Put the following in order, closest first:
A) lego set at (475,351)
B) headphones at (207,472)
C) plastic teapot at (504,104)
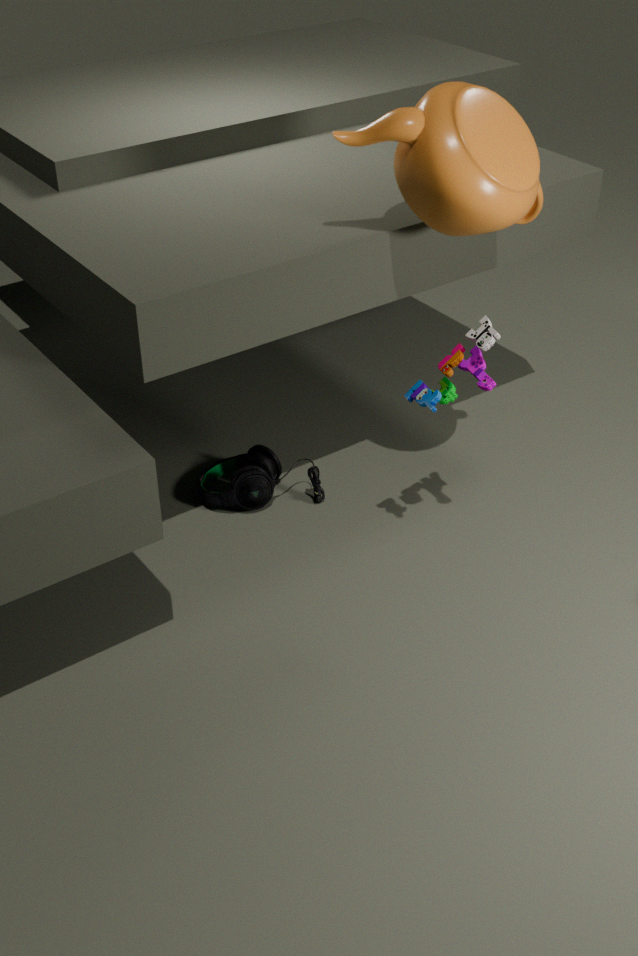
plastic teapot at (504,104)
lego set at (475,351)
headphones at (207,472)
